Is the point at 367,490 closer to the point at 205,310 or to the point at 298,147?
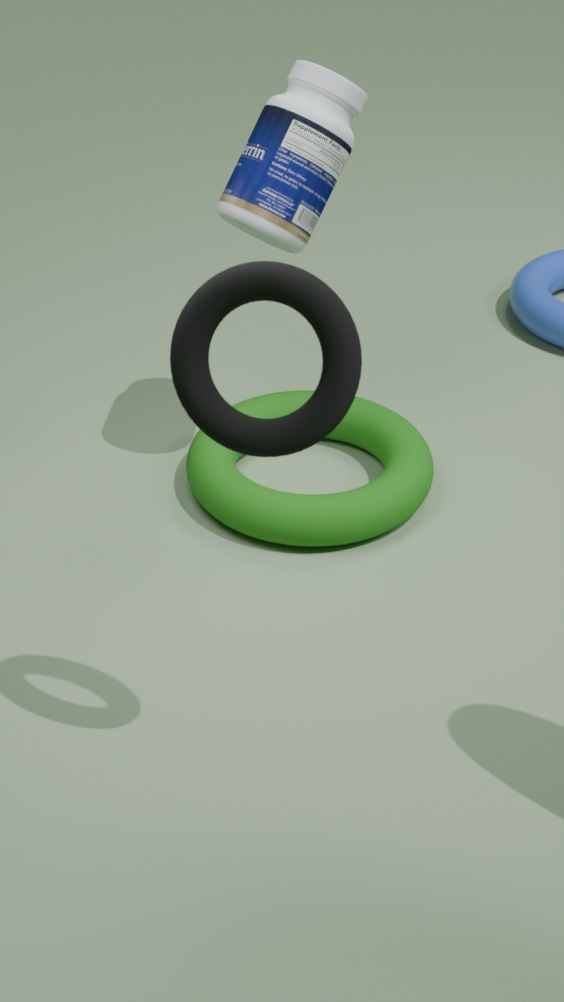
the point at 298,147
